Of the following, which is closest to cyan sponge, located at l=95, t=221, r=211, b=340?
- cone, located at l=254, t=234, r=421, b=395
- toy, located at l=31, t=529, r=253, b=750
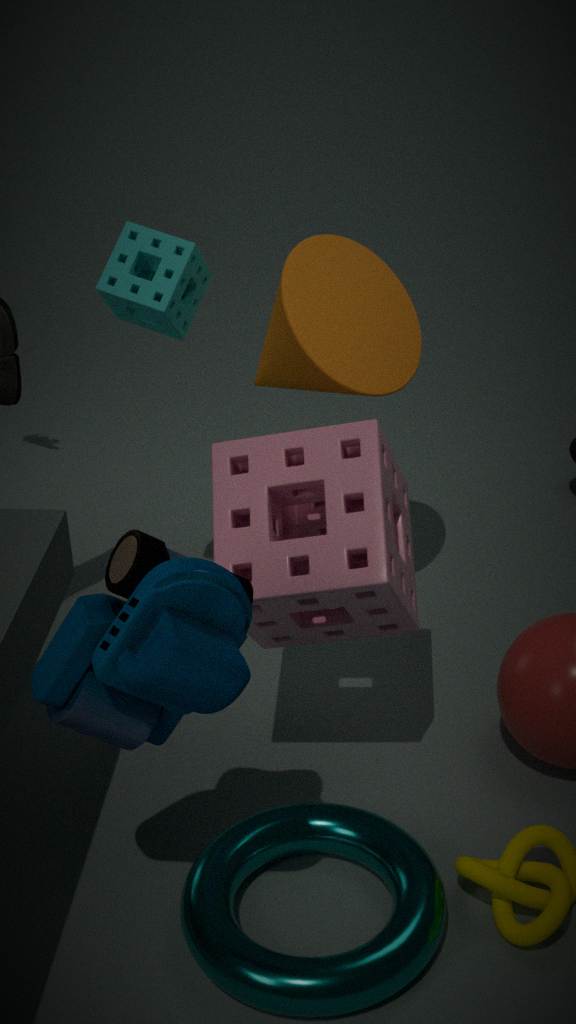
cone, located at l=254, t=234, r=421, b=395
